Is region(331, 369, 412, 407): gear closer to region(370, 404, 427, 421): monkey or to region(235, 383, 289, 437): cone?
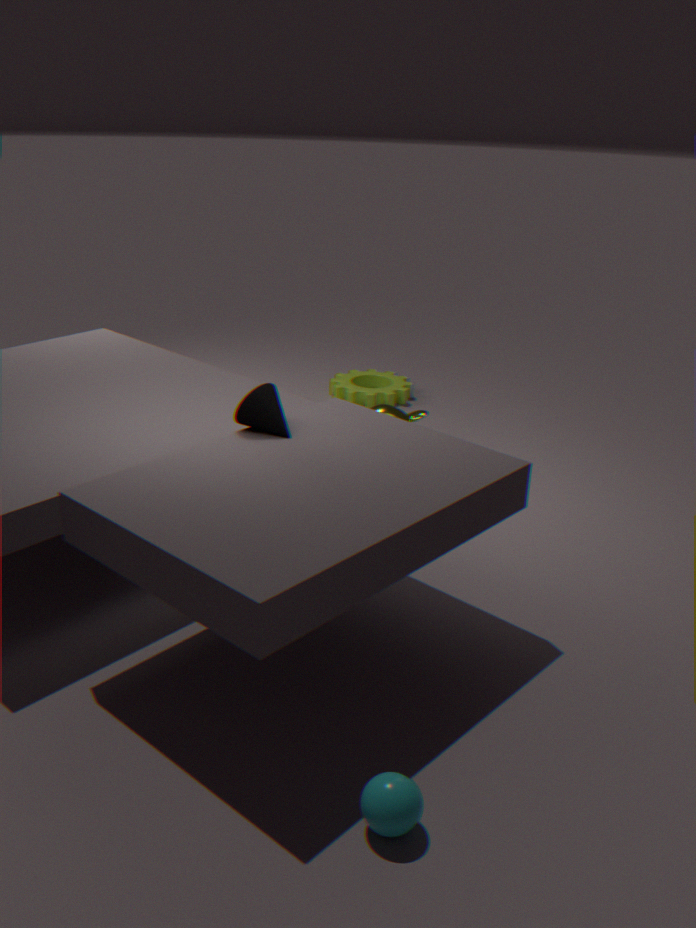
region(370, 404, 427, 421): monkey
